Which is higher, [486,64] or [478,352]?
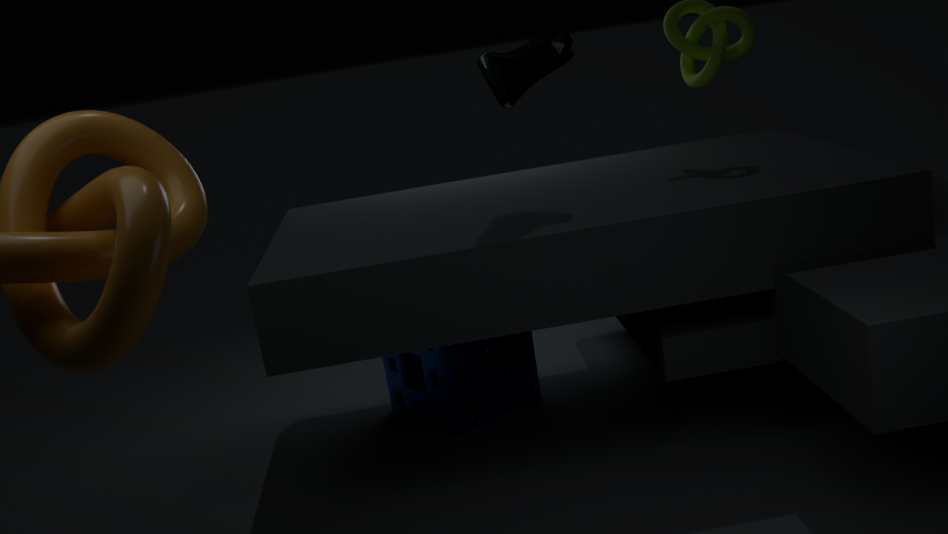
[486,64]
